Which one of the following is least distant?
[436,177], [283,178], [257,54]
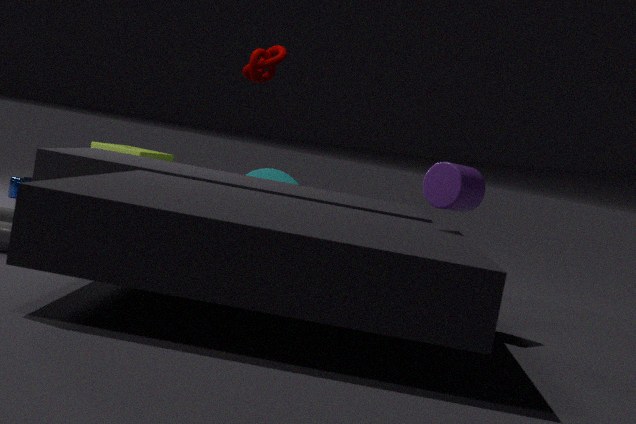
[436,177]
